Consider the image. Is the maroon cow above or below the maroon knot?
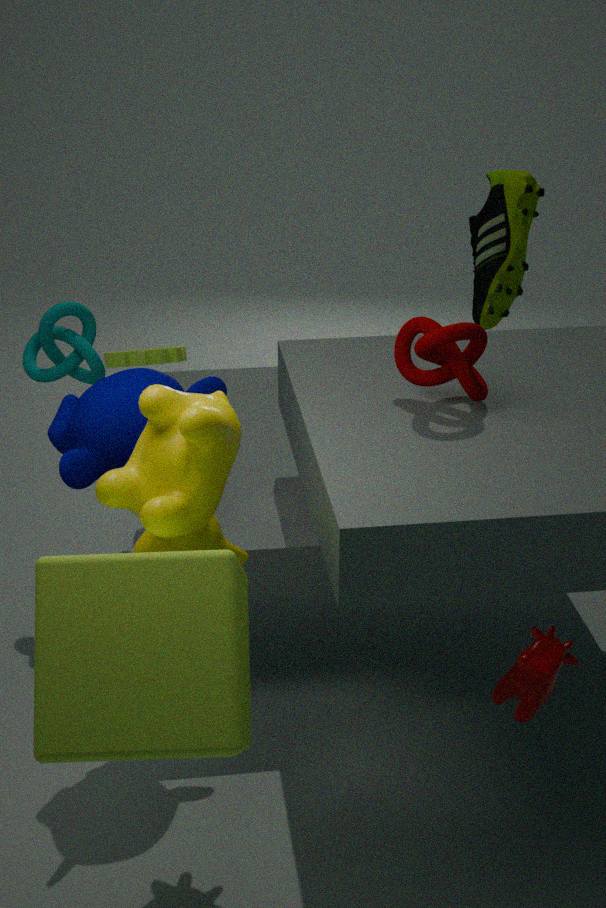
below
